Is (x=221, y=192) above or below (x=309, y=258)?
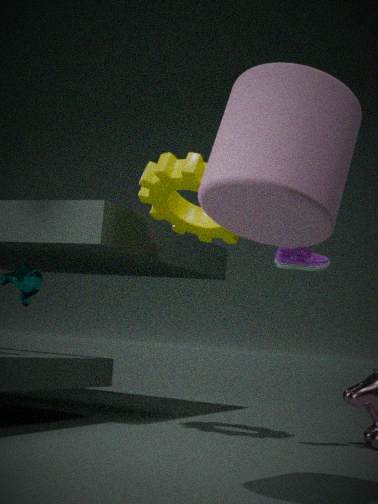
above
